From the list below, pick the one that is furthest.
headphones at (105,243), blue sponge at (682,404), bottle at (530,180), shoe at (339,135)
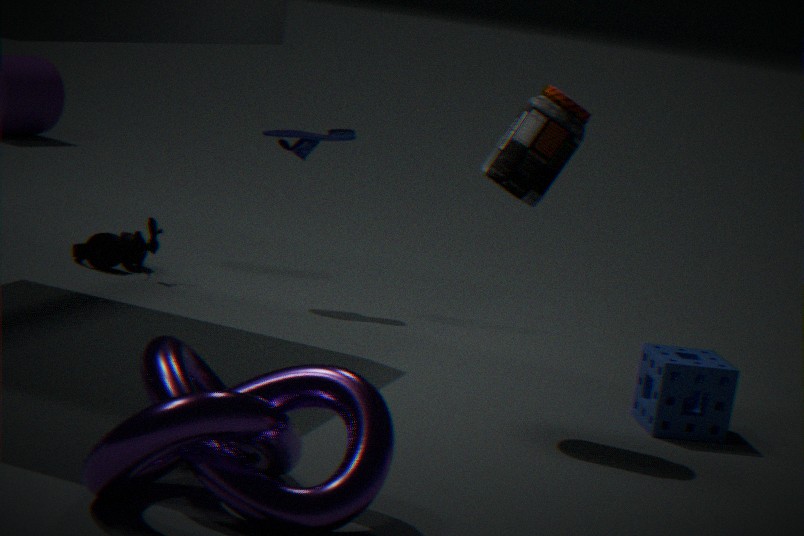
headphones at (105,243)
